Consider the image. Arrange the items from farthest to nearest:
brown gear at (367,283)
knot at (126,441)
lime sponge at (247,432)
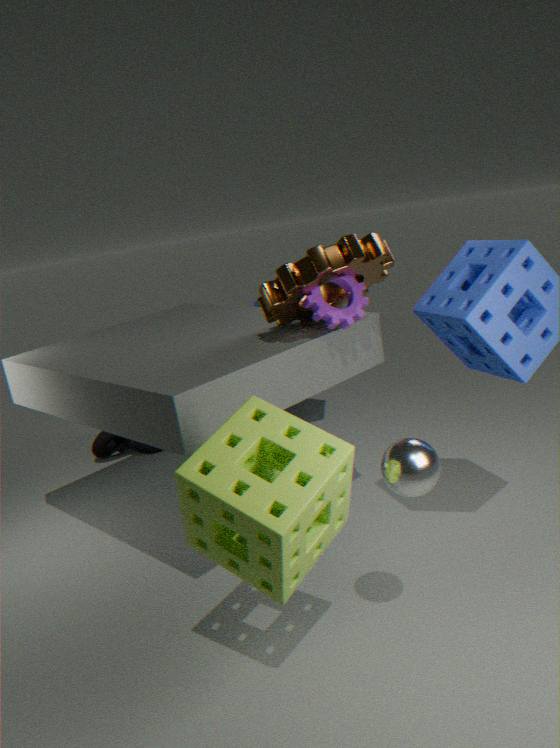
knot at (126,441)
brown gear at (367,283)
lime sponge at (247,432)
